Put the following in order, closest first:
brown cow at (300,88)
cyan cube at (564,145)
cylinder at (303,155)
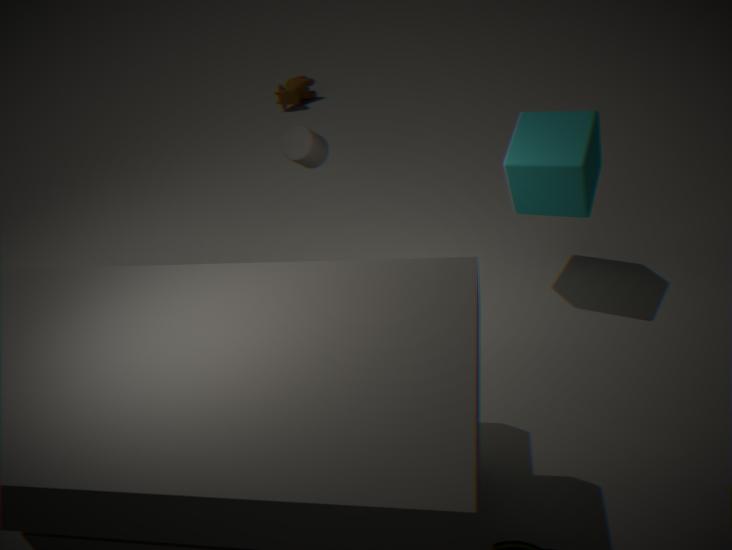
1. cyan cube at (564,145)
2. cylinder at (303,155)
3. brown cow at (300,88)
